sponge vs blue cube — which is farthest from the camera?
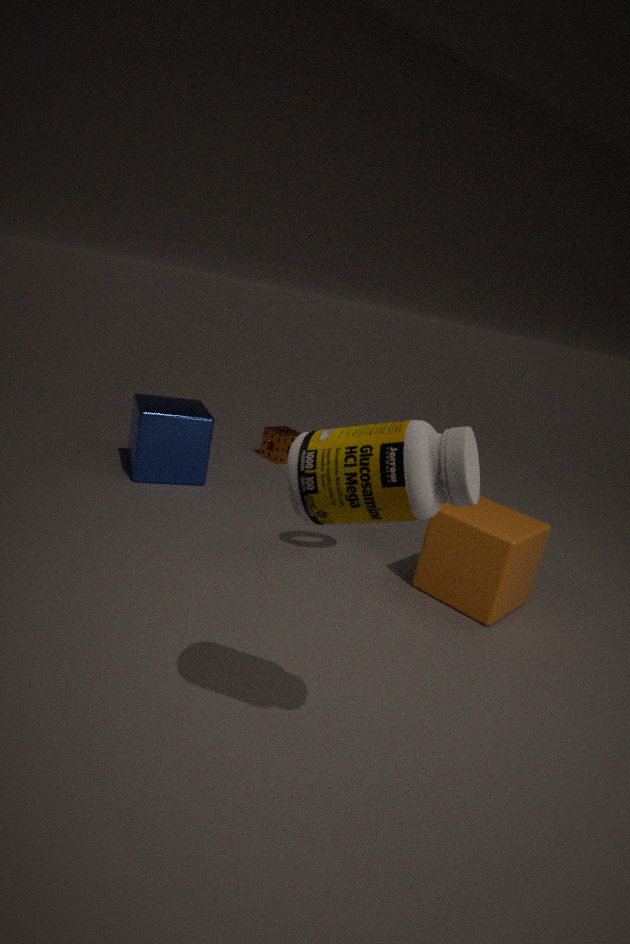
sponge
